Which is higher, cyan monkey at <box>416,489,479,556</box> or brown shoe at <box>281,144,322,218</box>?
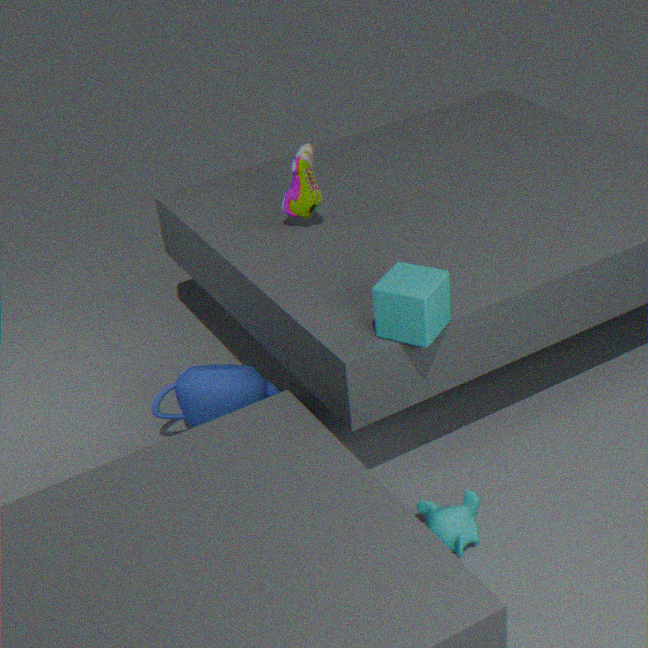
brown shoe at <box>281,144,322,218</box>
